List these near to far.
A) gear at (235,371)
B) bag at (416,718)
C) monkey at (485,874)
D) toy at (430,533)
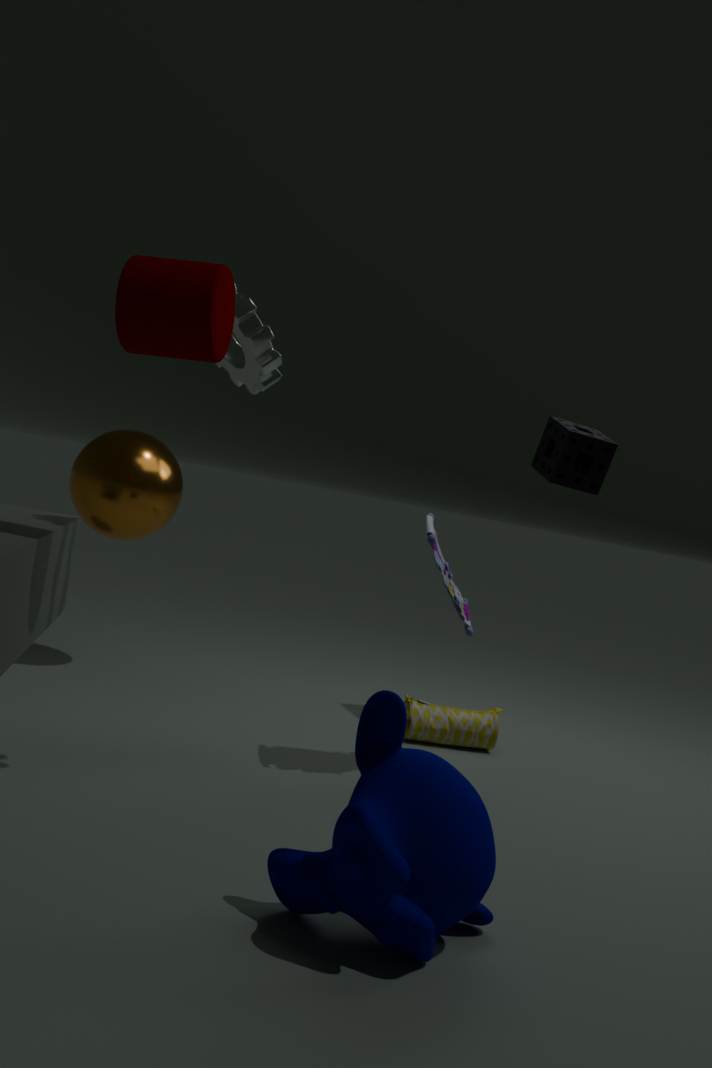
1. monkey at (485,874)
2. gear at (235,371)
3. toy at (430,533)
4. bag at (416,718)
